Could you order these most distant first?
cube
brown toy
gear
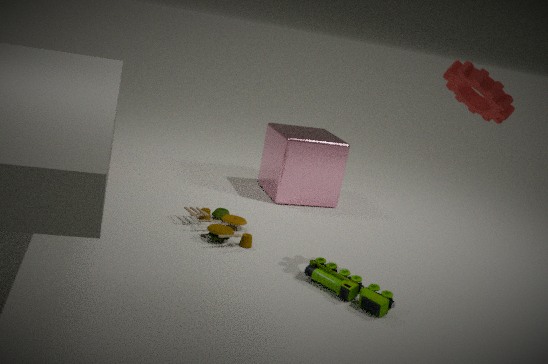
cube
brown toy
gear
